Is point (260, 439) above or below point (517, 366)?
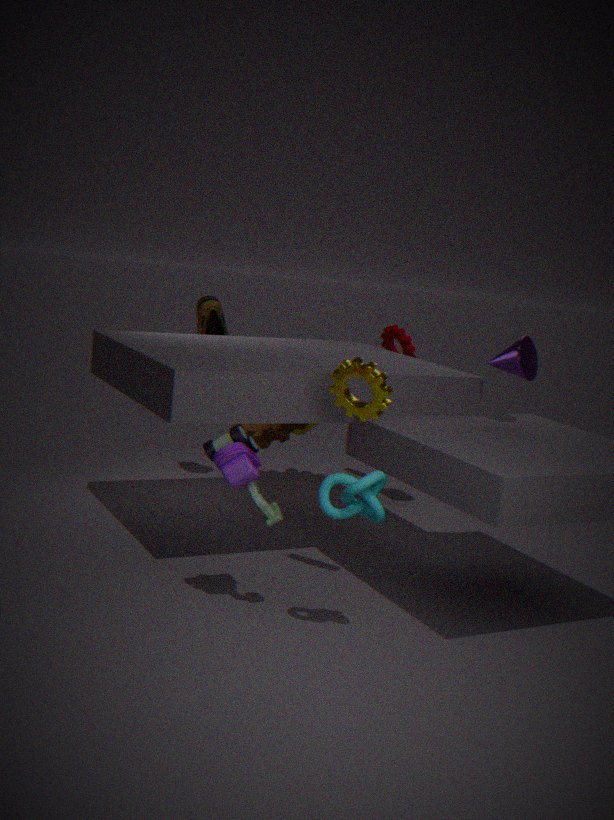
below
